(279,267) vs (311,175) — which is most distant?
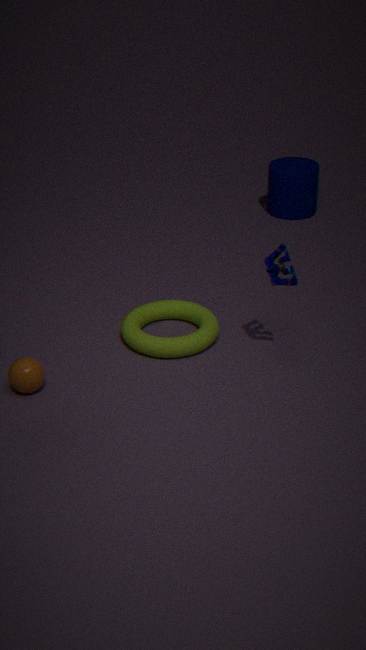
(311,175)
